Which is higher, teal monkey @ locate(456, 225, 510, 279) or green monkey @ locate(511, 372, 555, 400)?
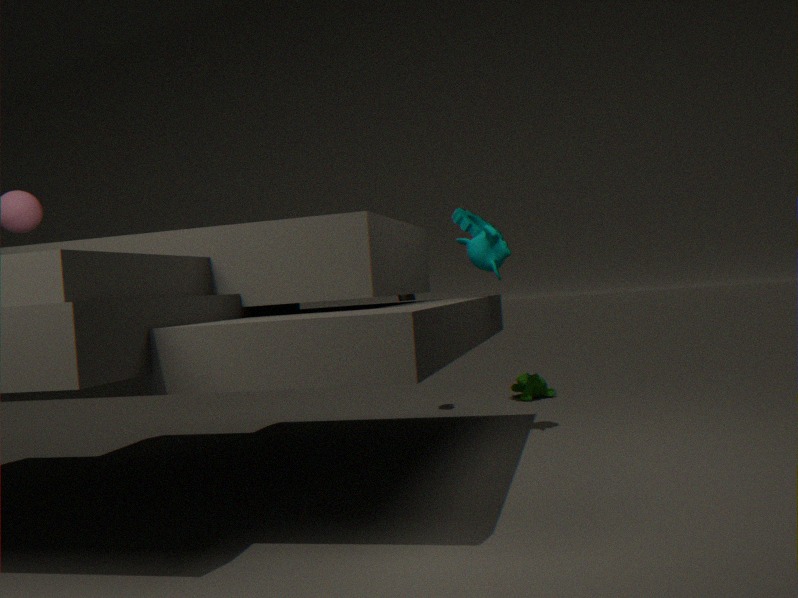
teal monkey @ locate(456, 225, 510, 279)
